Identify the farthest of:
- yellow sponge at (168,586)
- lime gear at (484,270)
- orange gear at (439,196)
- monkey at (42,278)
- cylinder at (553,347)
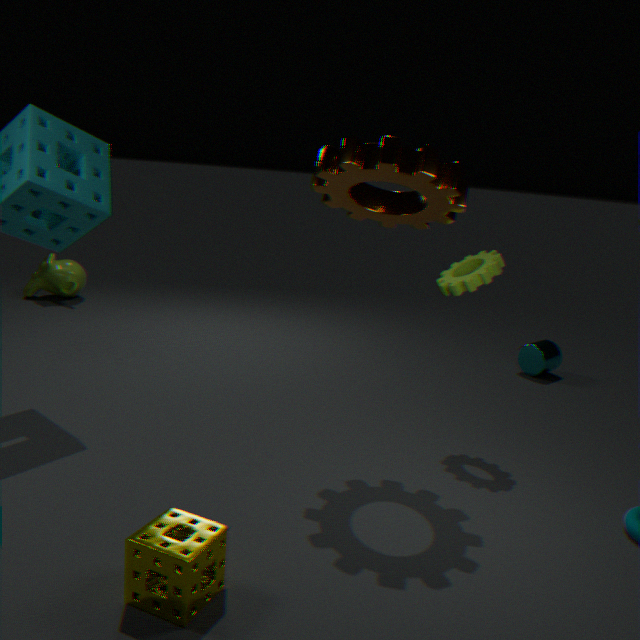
monkey at (42,278)
